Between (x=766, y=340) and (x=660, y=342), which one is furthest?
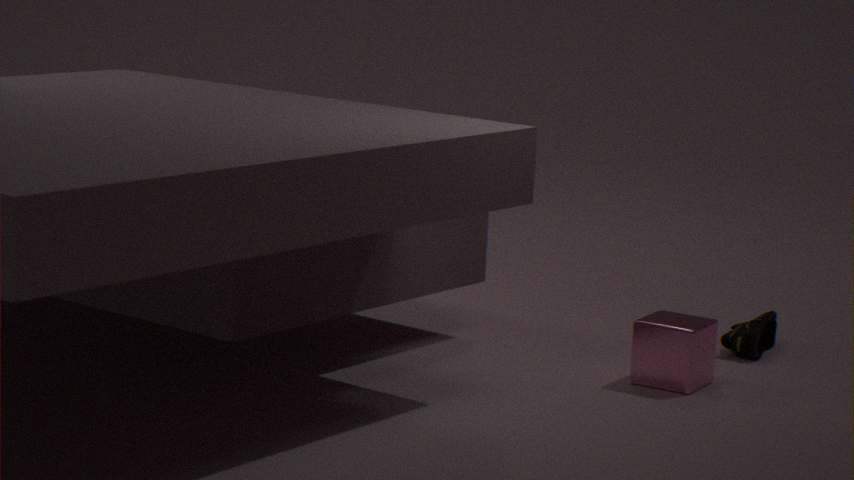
(x=766, y=340)
